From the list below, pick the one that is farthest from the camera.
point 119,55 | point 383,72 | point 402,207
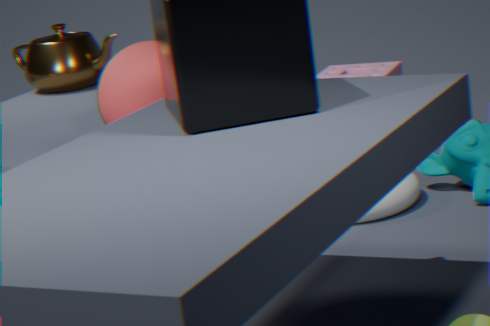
point 383,72
